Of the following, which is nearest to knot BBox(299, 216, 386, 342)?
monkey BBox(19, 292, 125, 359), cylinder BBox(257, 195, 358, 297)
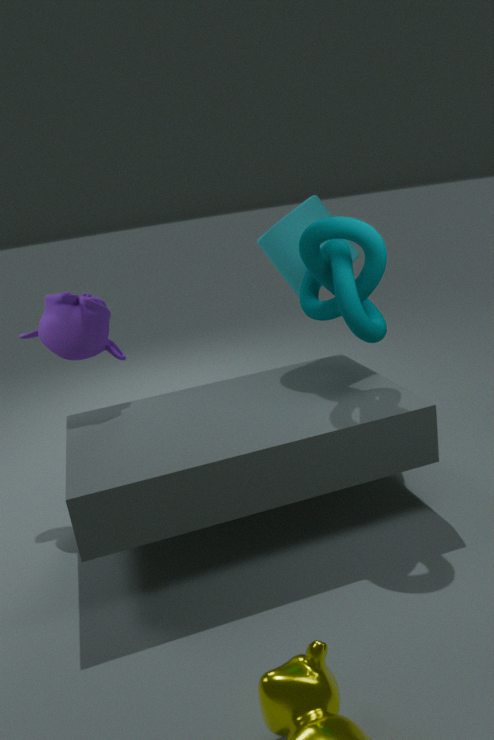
cylinder BBox(257, 195, 358, 297)
